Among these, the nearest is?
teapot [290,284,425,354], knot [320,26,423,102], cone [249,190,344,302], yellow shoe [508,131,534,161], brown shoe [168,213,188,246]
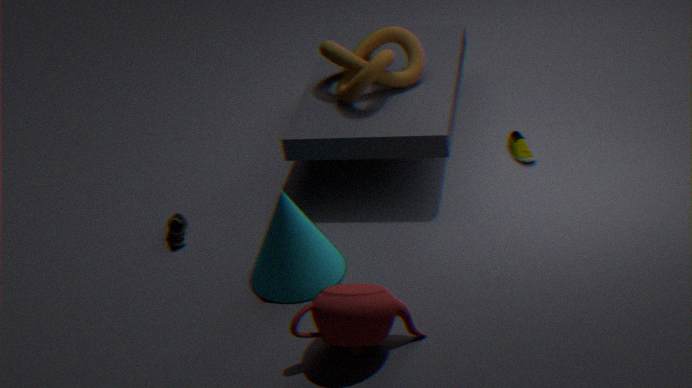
teapot [290,284,425,354]
